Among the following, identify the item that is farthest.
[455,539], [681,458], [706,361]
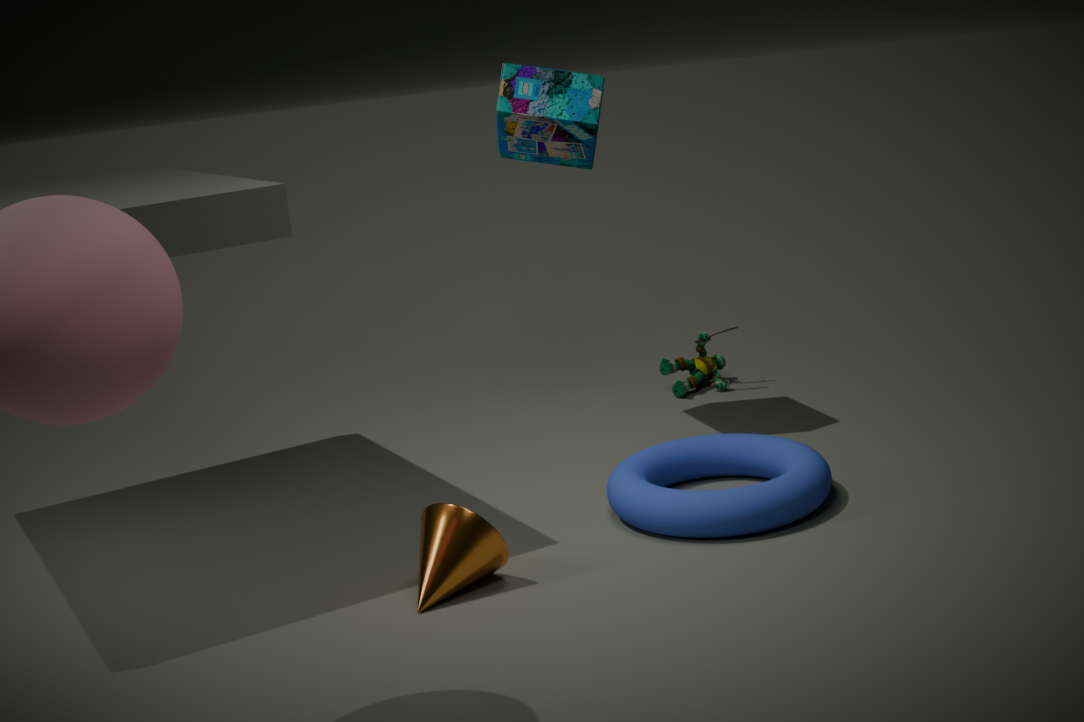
[706,361]
